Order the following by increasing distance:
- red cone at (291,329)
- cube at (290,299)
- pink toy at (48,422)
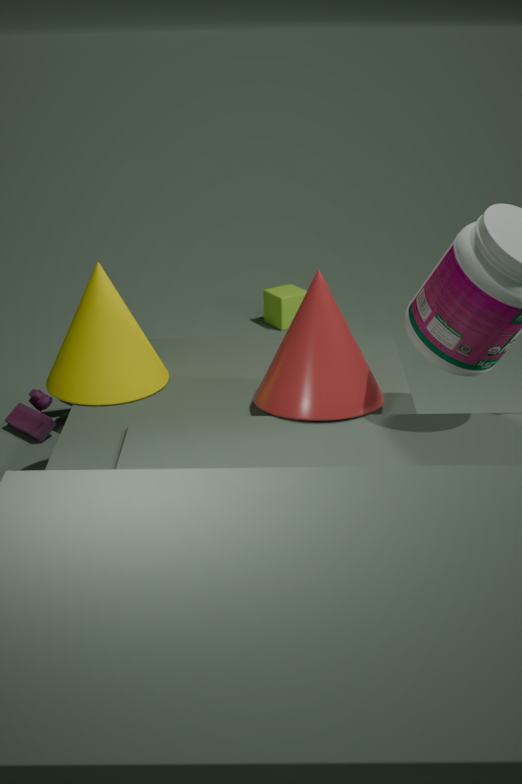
red cone at (291,329) → pink toy at (48,422) → cube at (290,299)
